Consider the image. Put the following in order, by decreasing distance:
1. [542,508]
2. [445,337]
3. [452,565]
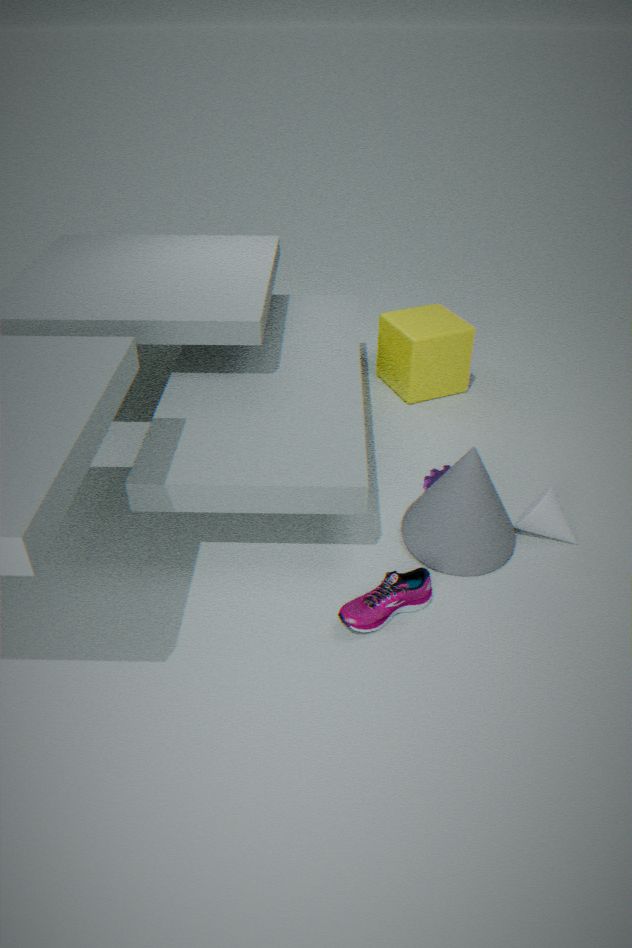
[445,337] → [542,508] → [452,565]
